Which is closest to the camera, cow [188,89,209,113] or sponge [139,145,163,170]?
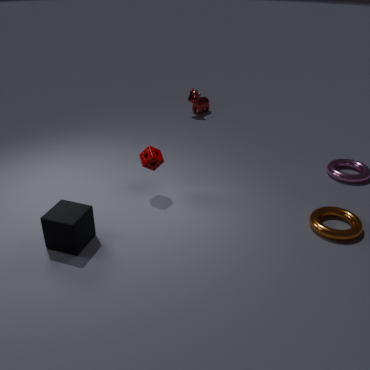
sponge [139,145,163,170]
